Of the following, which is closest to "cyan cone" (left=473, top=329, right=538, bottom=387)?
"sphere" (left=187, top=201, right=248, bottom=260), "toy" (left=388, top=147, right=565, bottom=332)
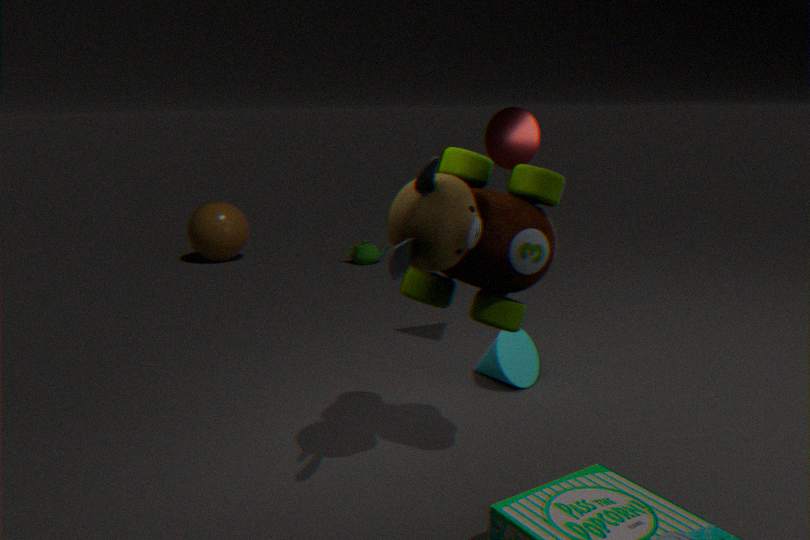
"toy" (left=388, top=147, right=565, bottom=332)
